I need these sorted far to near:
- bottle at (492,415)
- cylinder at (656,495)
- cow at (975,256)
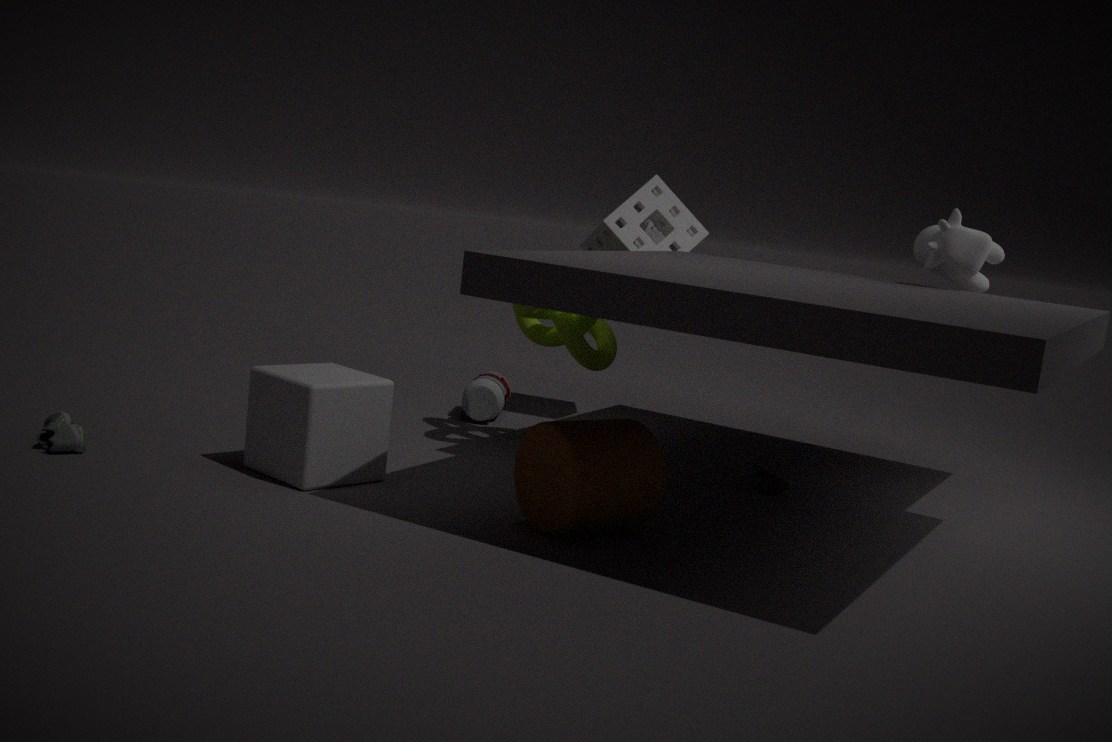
bottle at (492,415), cow at (975,256), cylinder at (656,495)
